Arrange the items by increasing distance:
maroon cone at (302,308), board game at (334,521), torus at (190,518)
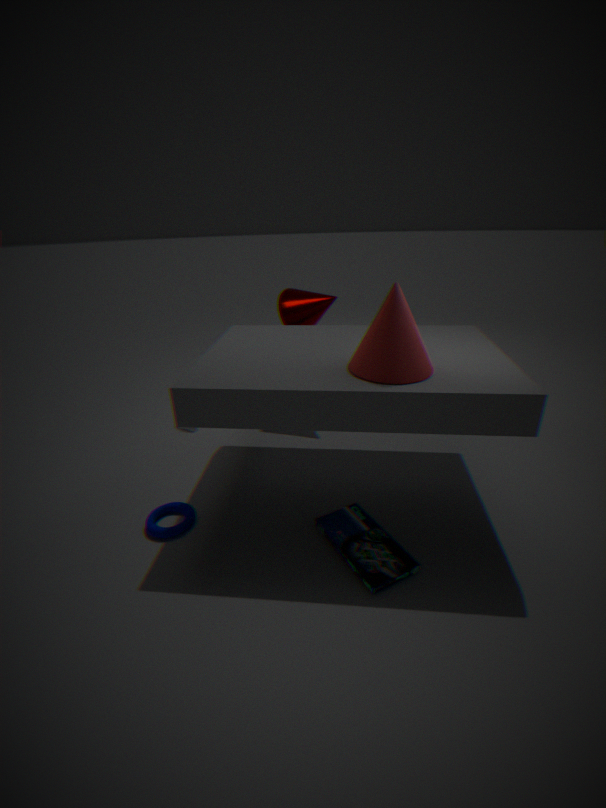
board game at (334,521) → torus at (190,518) → maroon cone at (302,308)
